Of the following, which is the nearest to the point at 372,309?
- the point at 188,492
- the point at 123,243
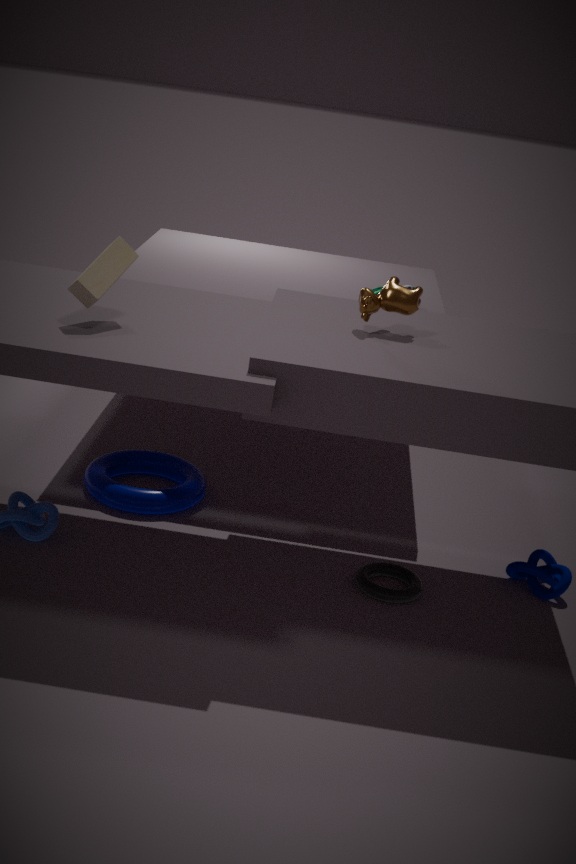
the point at 123,243
